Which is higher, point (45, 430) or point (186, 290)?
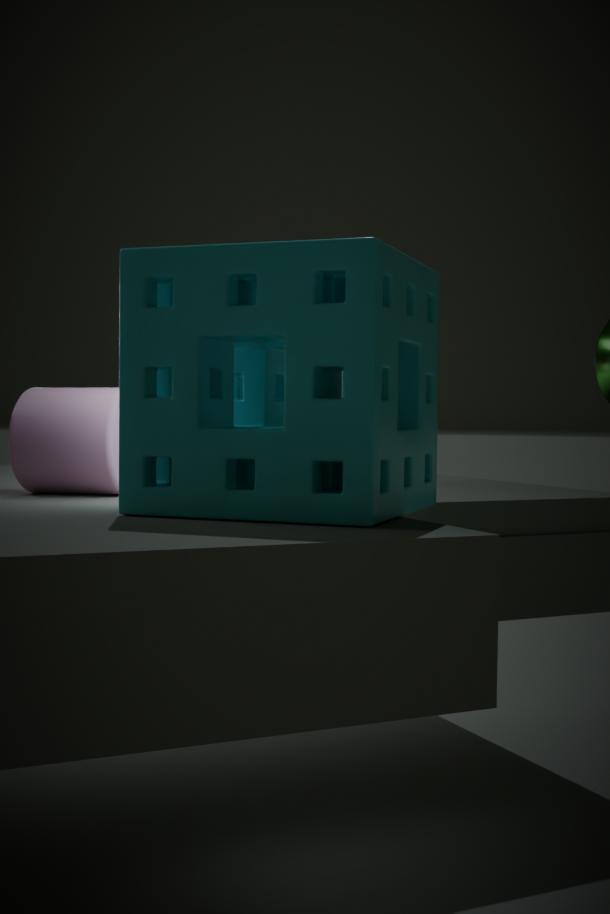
point (186, 290)
